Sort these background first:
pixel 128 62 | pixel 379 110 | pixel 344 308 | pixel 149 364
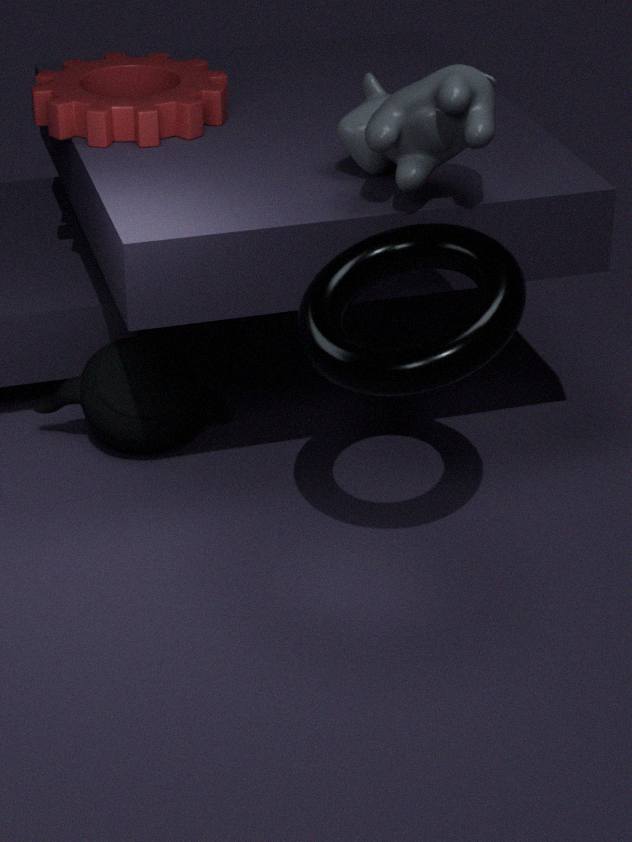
pixel 128 62 < pixel 149 364 < pixel 379 110 < pixel 344 308
